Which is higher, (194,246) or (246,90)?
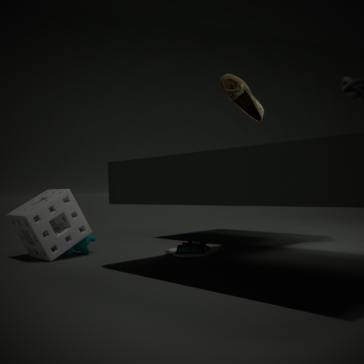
(246,90)
